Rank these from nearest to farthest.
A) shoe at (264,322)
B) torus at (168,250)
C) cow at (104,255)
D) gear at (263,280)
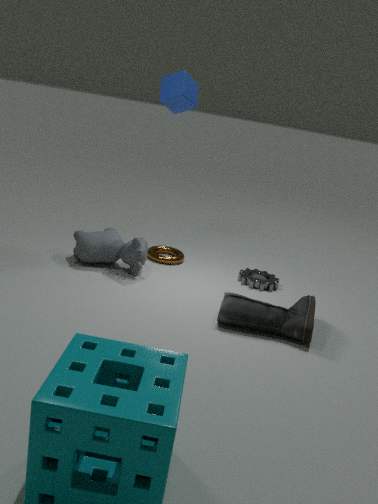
1. shoe at (264,322)
2. cow at (104,255)
3. gear at (263,280)
4. torus at (168,250)
